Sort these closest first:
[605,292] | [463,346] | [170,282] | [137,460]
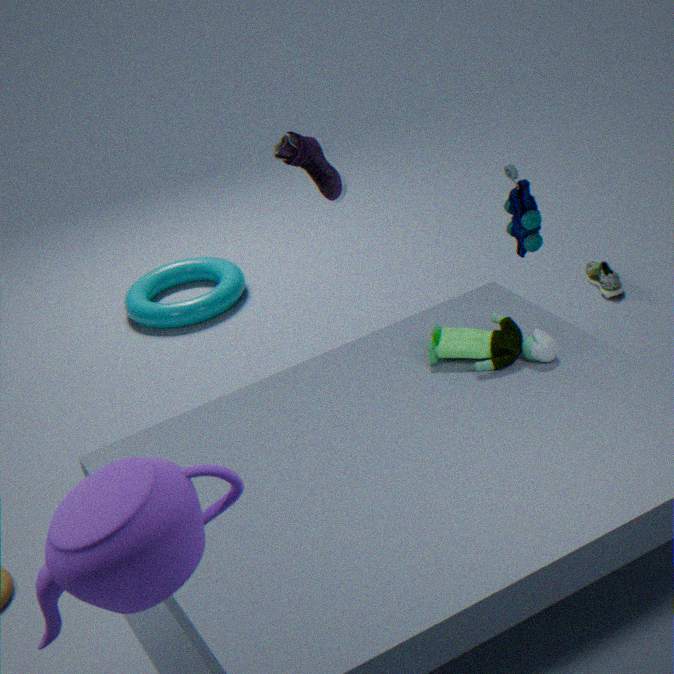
1. [137,460]
2. [463,346]
3. [605,292]
4. [170,282]
